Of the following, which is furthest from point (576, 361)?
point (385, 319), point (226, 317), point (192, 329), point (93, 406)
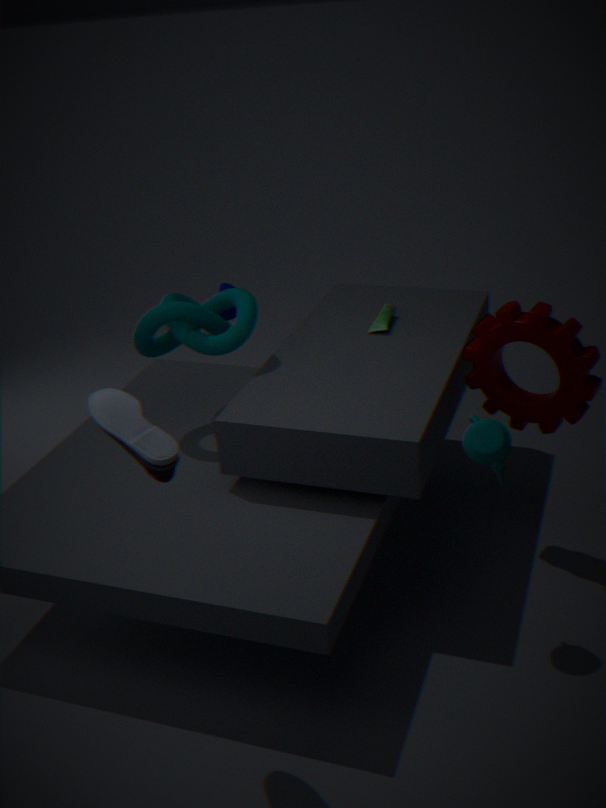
point (226, 317)
